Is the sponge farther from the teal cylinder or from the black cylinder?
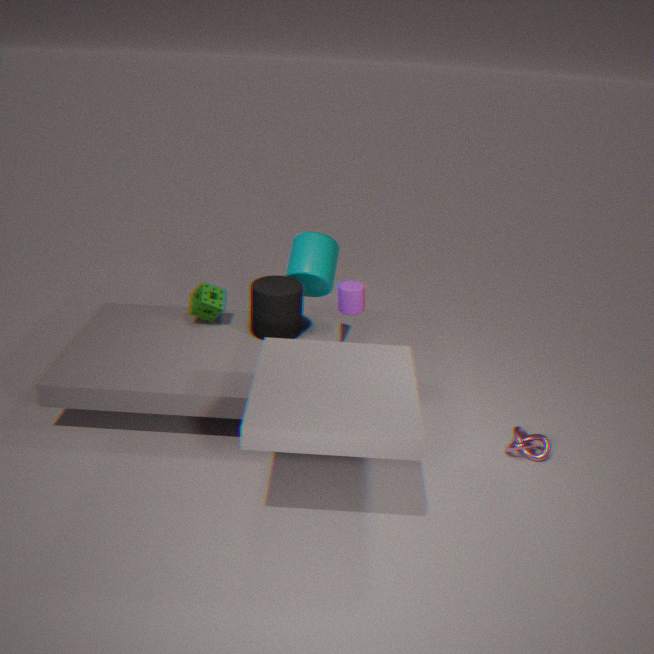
the teal cylinder
